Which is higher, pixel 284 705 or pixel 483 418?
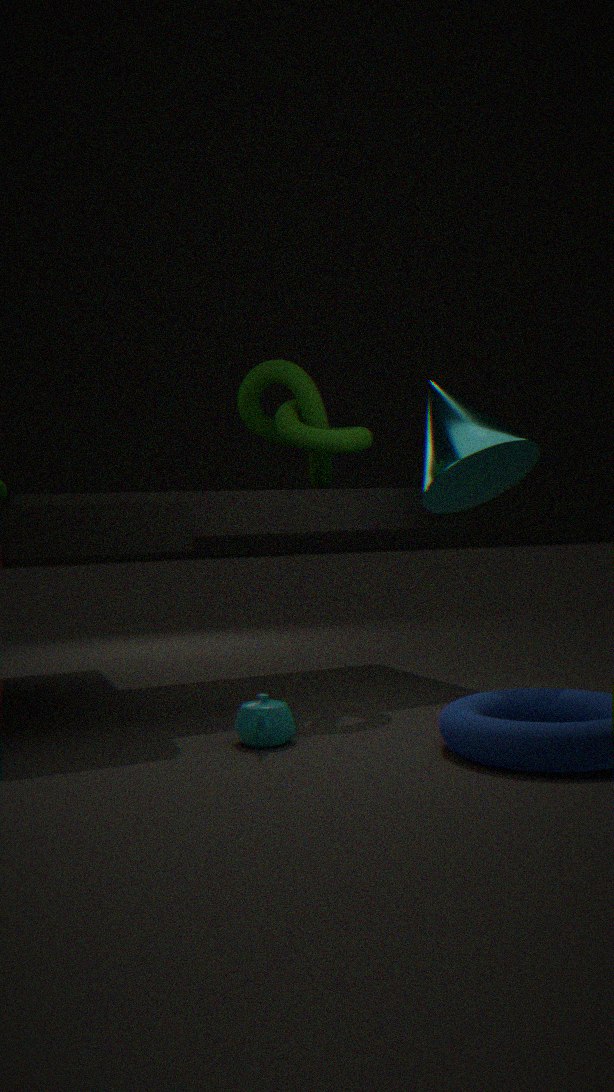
pixel 483 418
